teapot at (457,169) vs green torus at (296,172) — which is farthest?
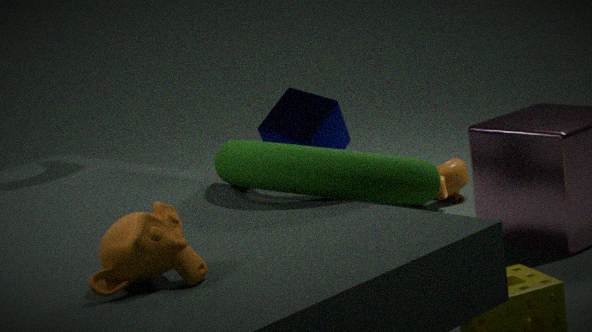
teapot at (457,169)
